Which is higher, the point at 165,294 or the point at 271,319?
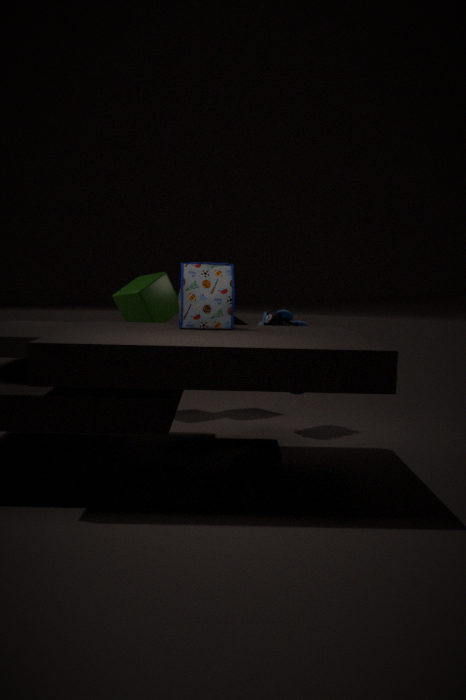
the point at 165,294
